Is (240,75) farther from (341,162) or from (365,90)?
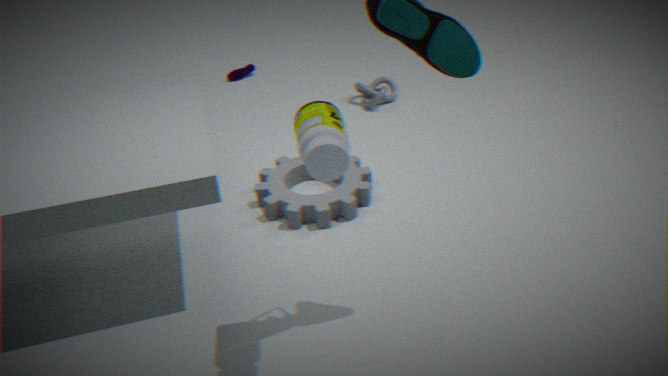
(341,162)
